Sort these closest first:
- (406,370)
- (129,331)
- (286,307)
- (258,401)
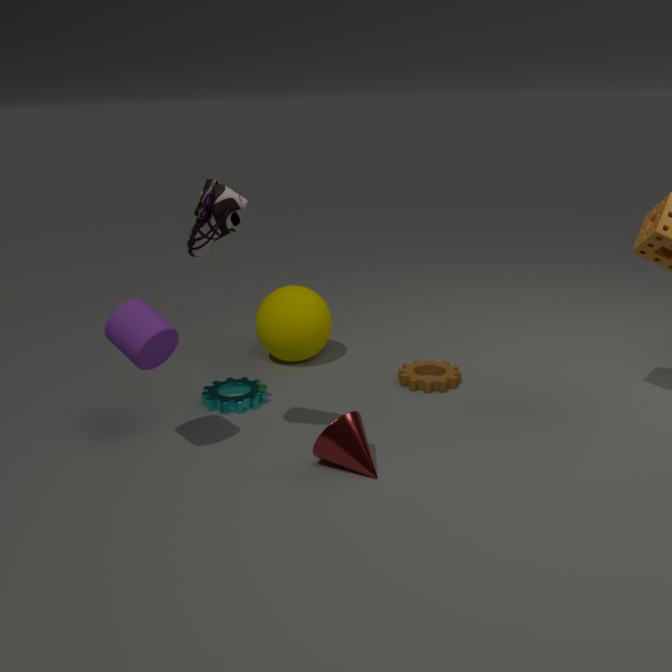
(129,331) < (258,401) < (406,370) < (286,307)
